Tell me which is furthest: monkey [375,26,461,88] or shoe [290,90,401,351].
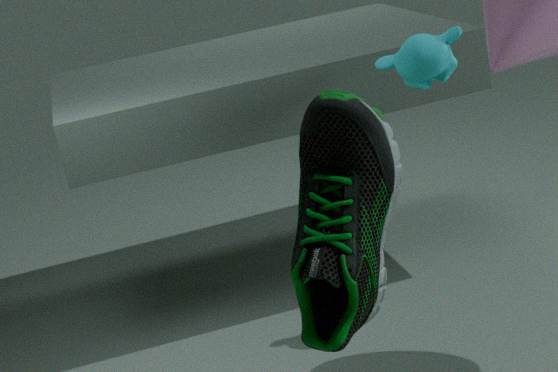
monkey [375,26,461,88]
